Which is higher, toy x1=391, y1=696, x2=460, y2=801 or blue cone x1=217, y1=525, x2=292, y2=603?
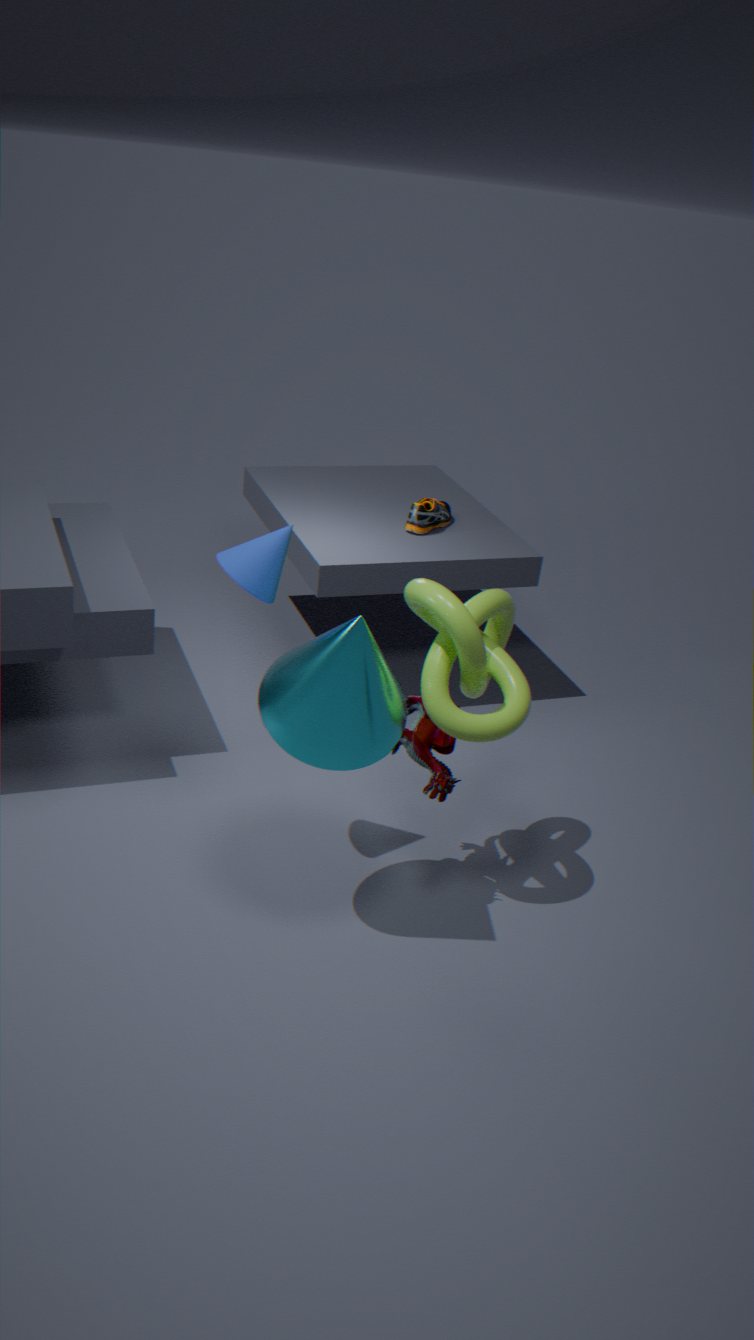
blue cone x1=217, y1=525, x2=292, y2=603
